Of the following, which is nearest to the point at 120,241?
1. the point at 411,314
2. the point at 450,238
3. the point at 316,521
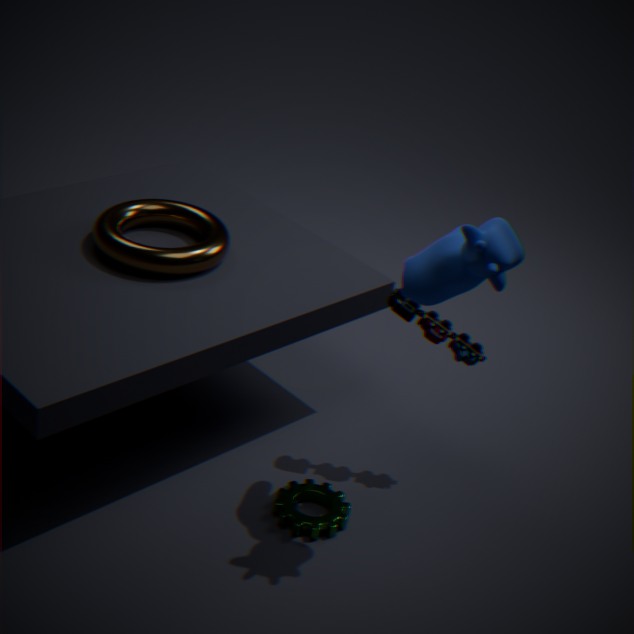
Result: the point at 411,314
